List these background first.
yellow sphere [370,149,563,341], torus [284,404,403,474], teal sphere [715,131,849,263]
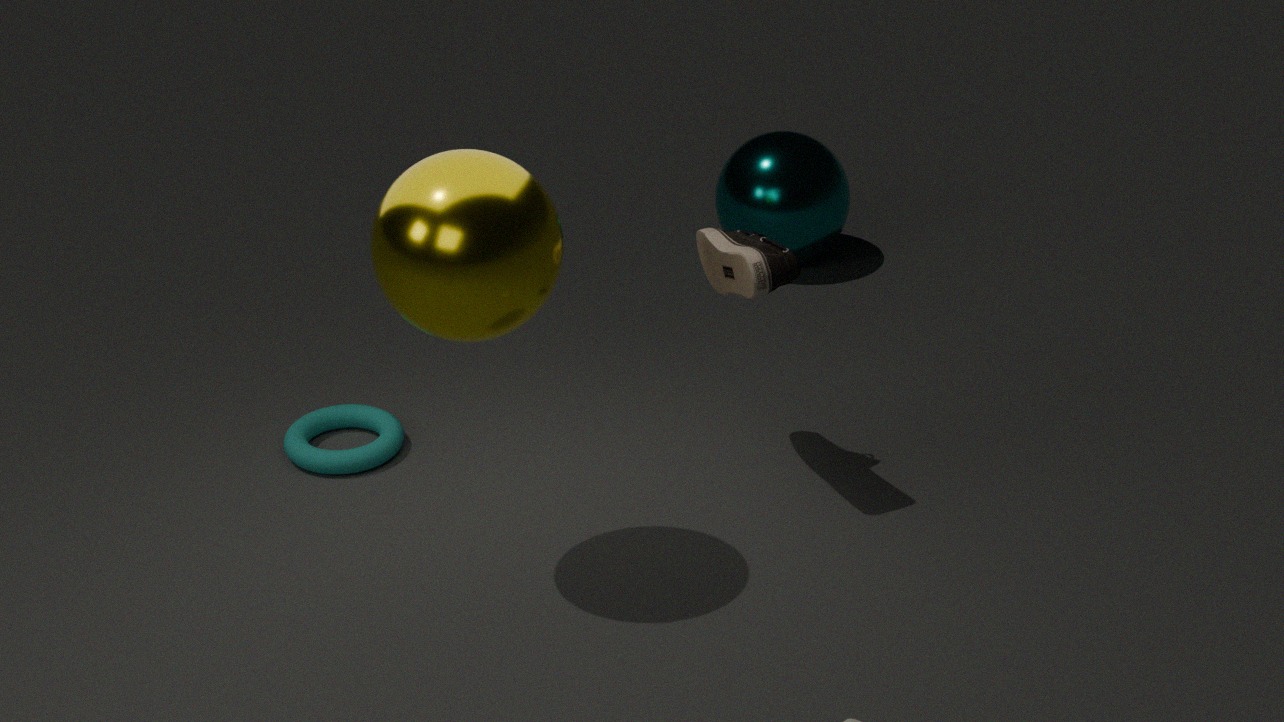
teal sphere [715,131,849,263] < torus [284,404,403,474] < yellow sphere [370,149,563,341]
